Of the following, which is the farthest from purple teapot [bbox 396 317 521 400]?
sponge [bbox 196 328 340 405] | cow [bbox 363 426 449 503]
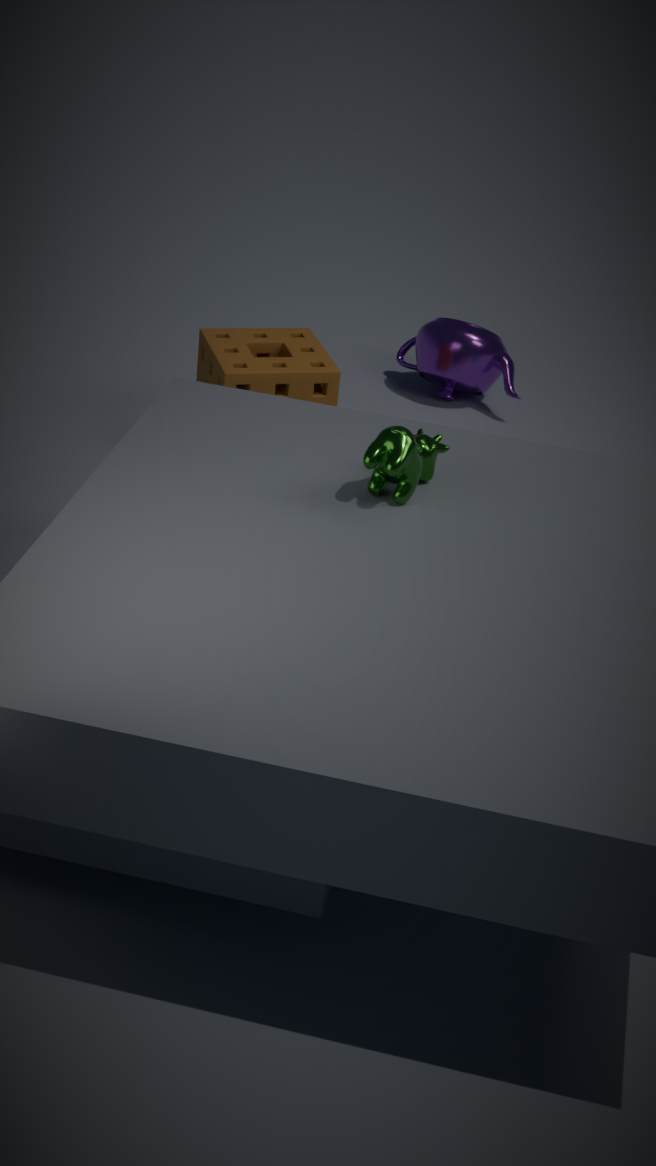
cow [bbox 363 426 449 503]
